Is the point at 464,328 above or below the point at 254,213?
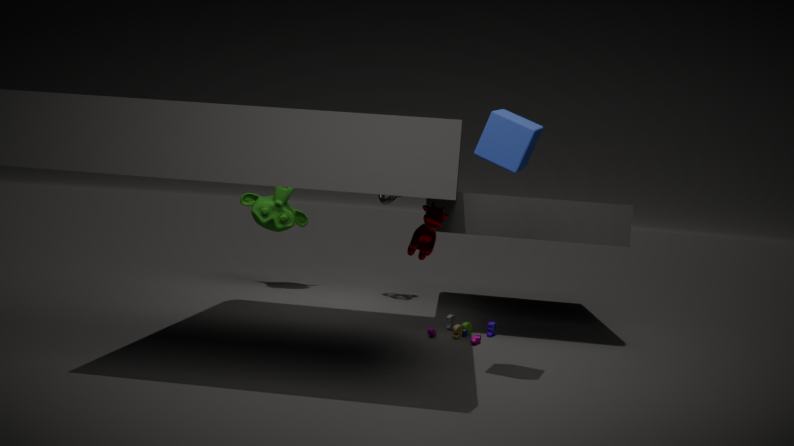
below
